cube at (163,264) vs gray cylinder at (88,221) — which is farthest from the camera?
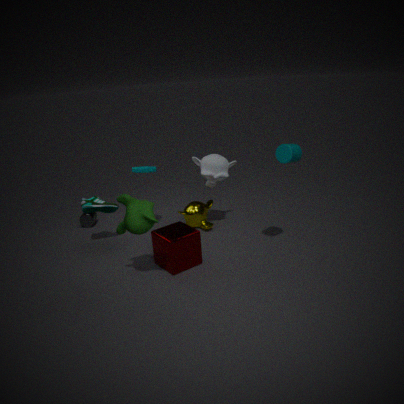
gray cylinder at (88,221)
